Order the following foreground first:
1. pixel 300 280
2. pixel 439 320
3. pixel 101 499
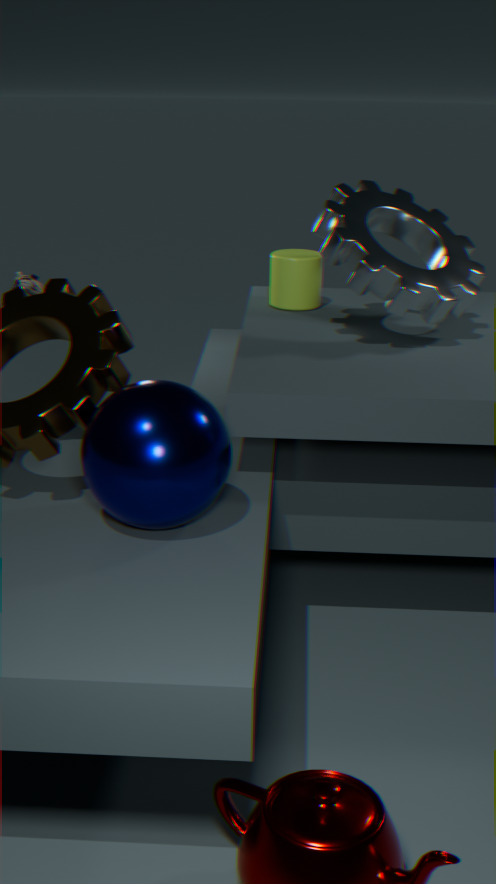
1. pixel 101 499
2. pixel 439 320
3. pixel 300 280
